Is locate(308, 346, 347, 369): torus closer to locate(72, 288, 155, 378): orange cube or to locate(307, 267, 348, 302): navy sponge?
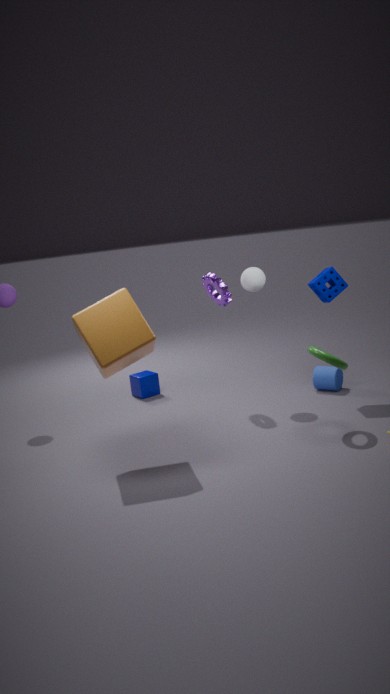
locate(307, 267, 348, 302): navy sponge
